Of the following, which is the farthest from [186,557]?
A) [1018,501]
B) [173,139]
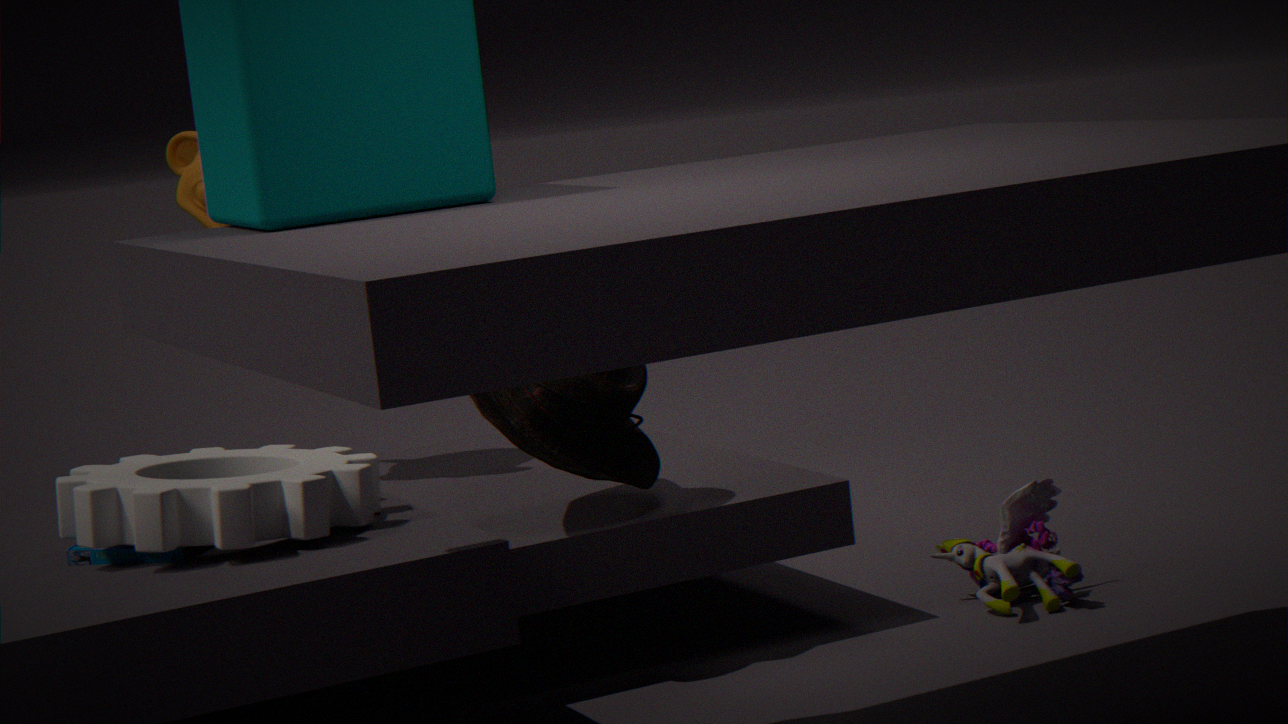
[1018,501]
